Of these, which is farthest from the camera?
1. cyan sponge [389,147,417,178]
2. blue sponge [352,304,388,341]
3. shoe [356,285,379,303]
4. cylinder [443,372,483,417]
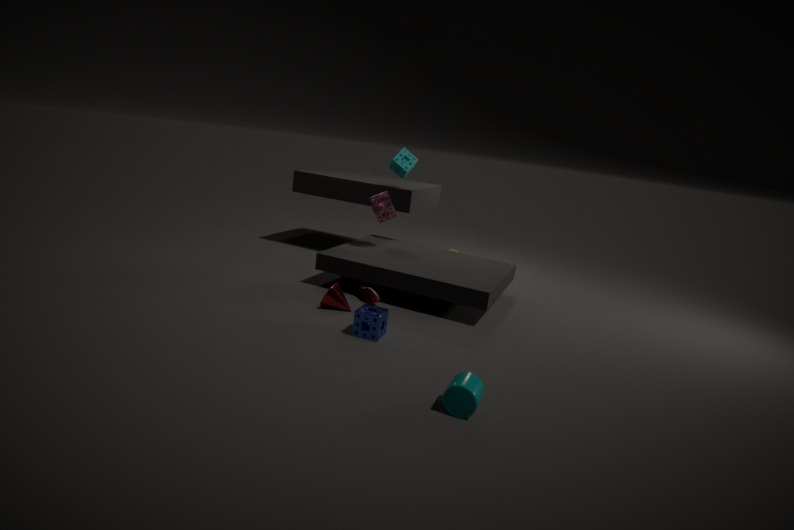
cyan sponge [389,147,417,178]
